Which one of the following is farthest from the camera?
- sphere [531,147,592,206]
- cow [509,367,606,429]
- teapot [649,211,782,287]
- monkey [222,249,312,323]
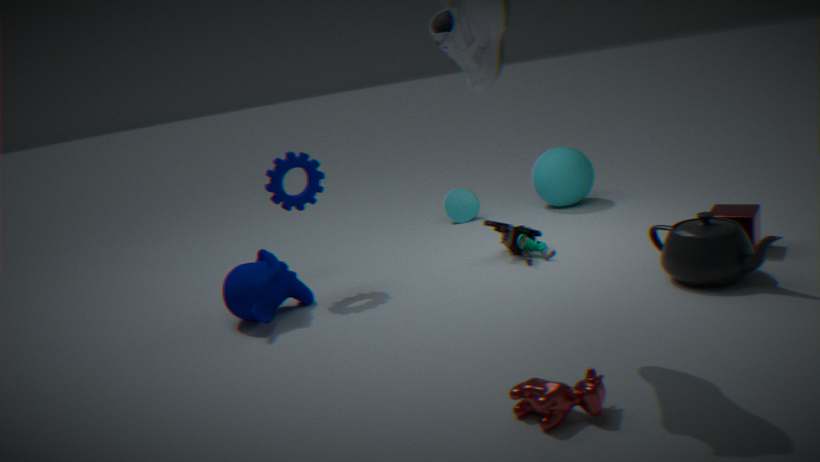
sphere [531,147,592,206]
